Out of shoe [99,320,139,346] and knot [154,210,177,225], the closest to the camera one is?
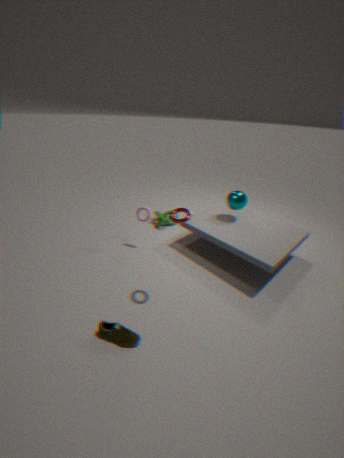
shoe [99,320,139,346]
